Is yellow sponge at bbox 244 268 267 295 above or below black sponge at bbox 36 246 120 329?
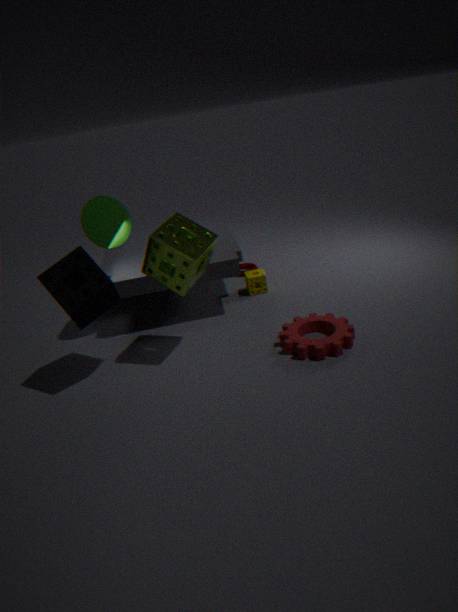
below
